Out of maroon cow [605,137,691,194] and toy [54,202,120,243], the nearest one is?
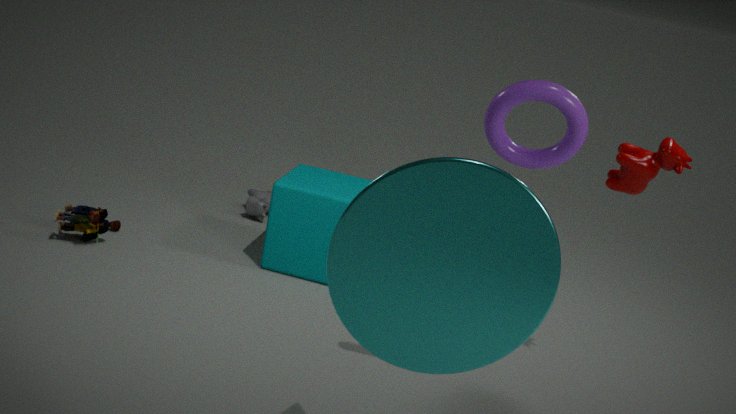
maroon cow [605,137,691,194]
